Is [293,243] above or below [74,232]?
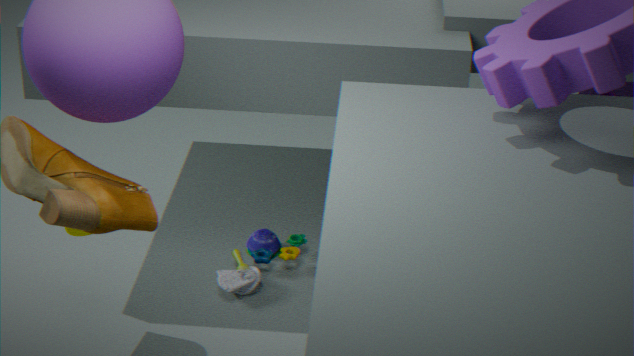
below
